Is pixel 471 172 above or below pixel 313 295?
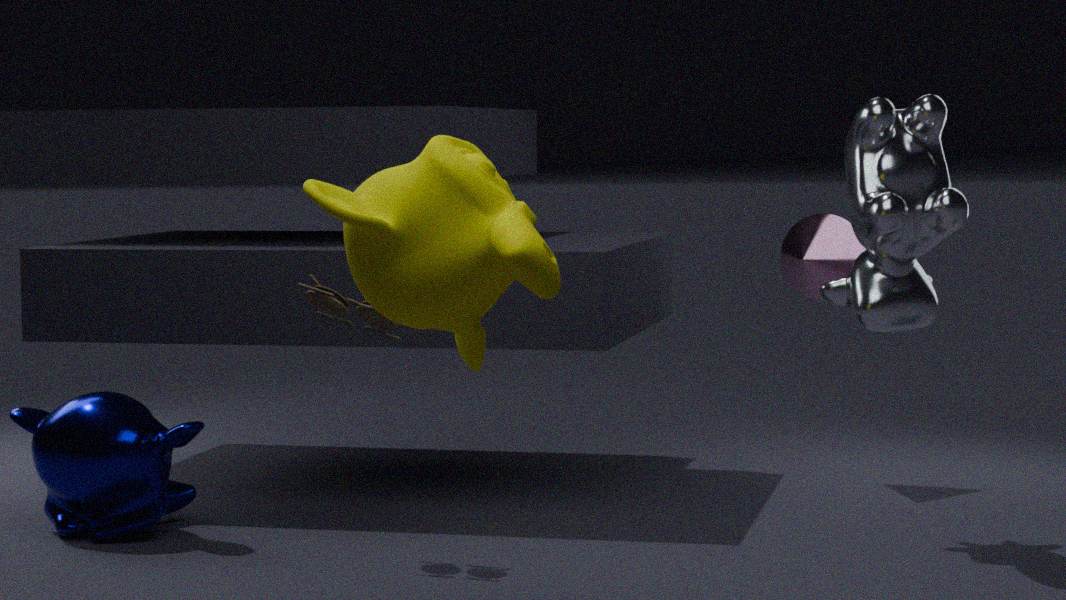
above
